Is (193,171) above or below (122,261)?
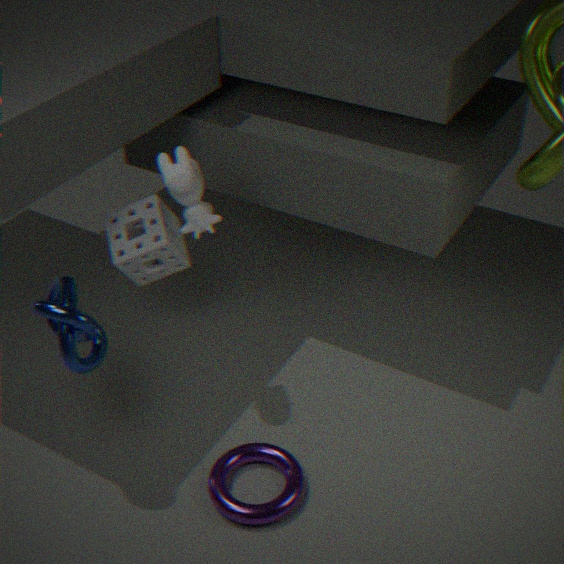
above
